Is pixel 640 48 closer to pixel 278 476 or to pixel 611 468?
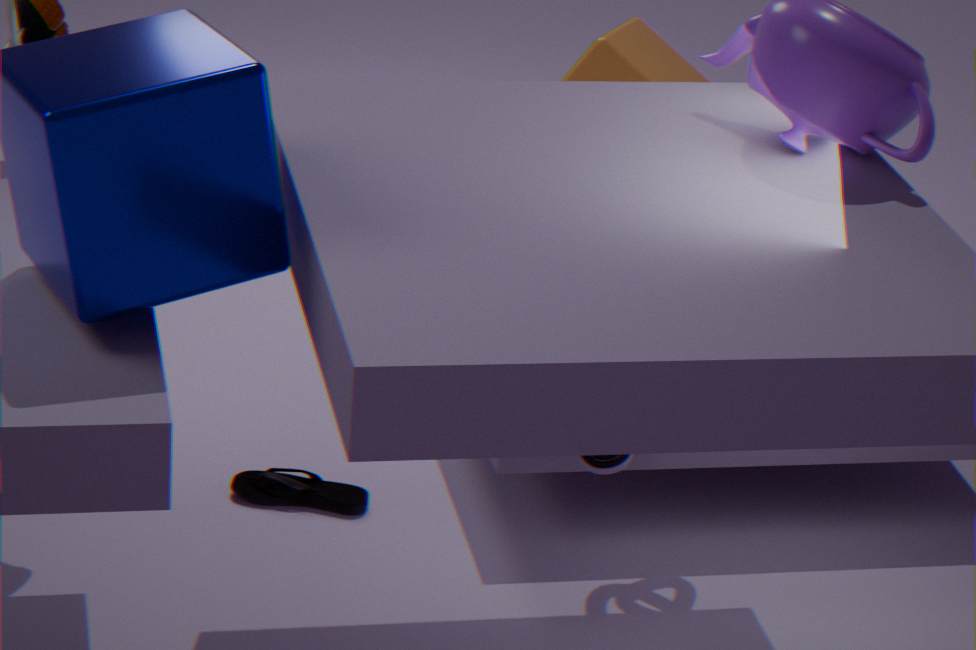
pixel 278 476
